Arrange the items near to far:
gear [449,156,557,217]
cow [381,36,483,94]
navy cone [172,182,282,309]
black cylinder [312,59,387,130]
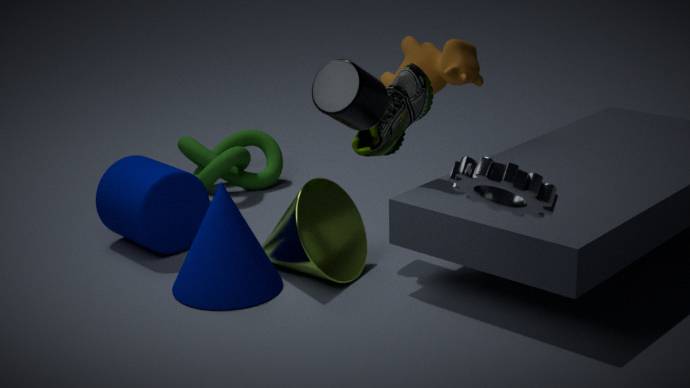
gear [449,156,557,217]
black cylinder [312,59,387,130]
navy cone [172,182,282,309]
cow [381,36,483,94]
